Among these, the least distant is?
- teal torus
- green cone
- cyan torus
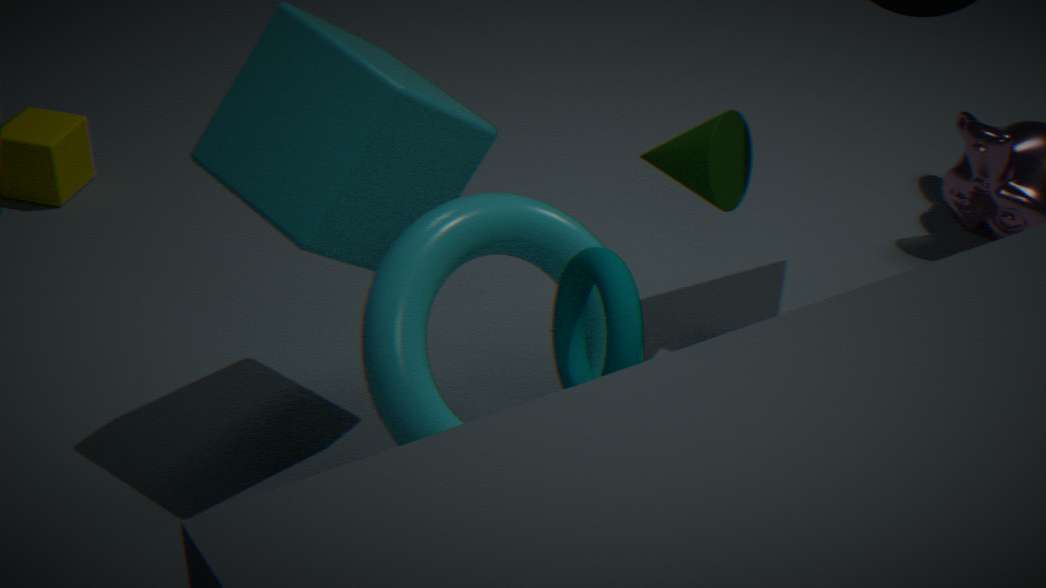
teal torus
